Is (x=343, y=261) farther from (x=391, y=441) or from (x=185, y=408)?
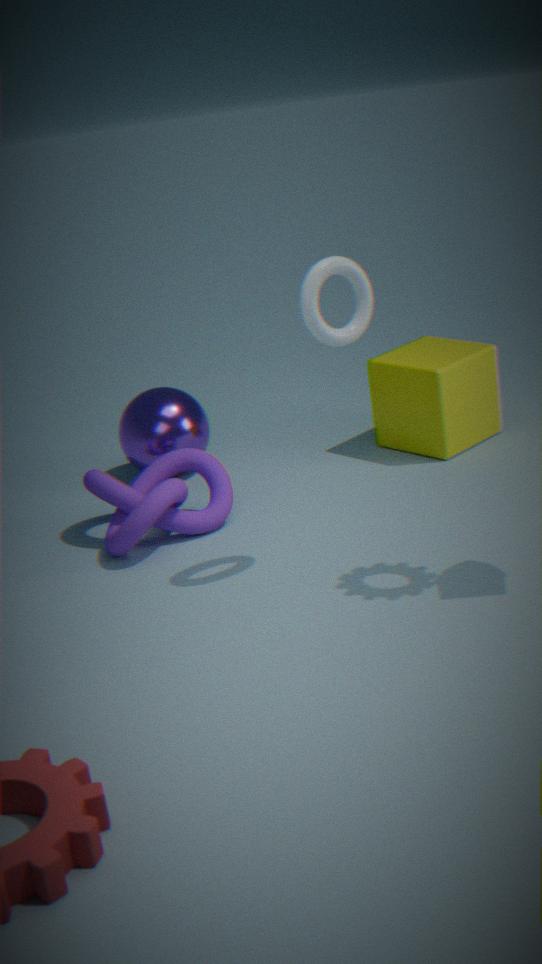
(x=185, y=408)
